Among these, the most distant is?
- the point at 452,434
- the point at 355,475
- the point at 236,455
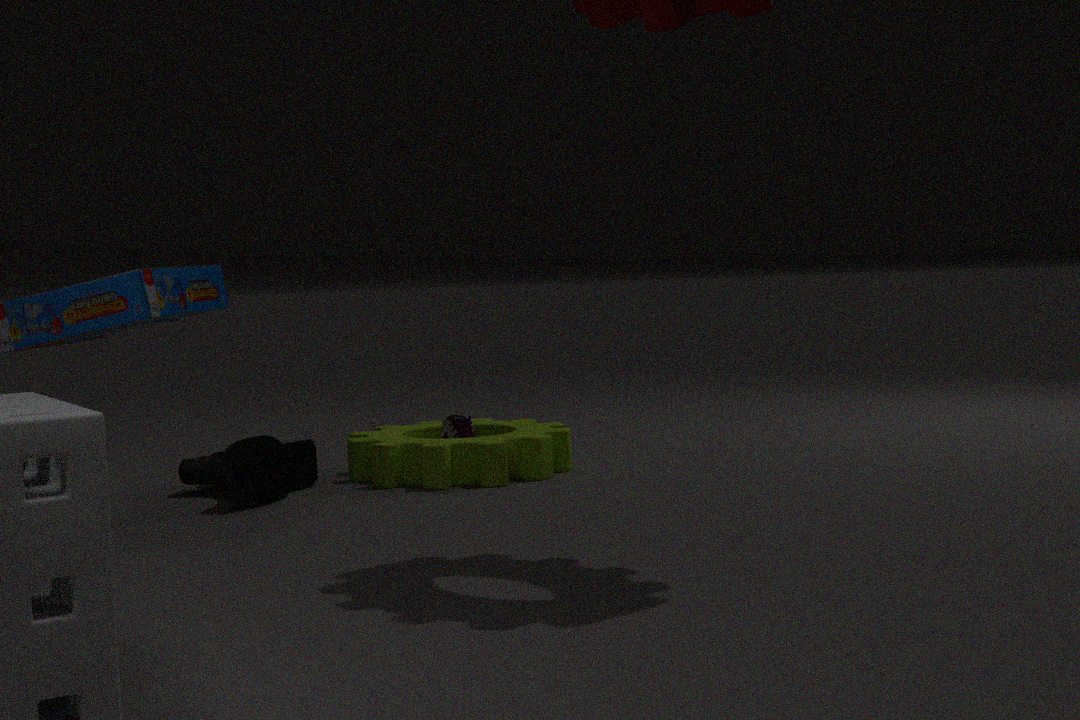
the point at 452,434
